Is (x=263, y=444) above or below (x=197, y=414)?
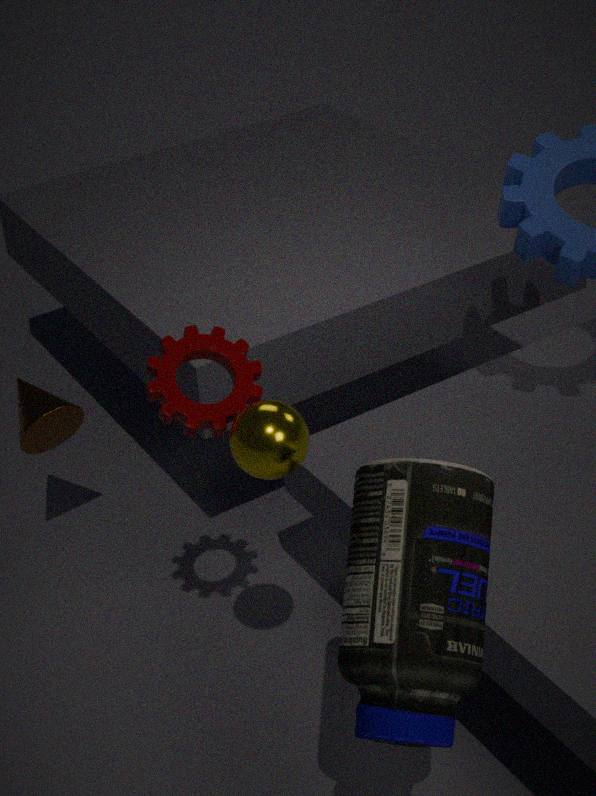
below
